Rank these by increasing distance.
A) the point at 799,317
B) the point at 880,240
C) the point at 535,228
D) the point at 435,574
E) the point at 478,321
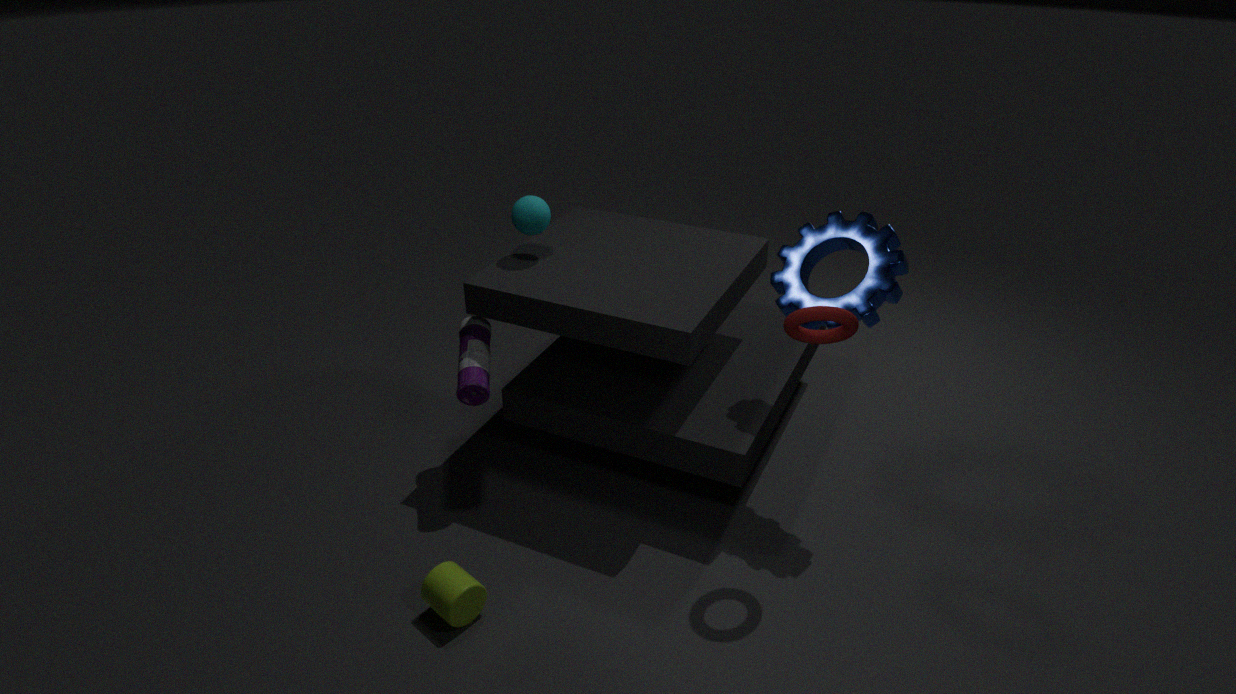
the point at 799,317 < the point at 435,574 < the point at 880,240 < the point at 535,228 < the point at 478,321
